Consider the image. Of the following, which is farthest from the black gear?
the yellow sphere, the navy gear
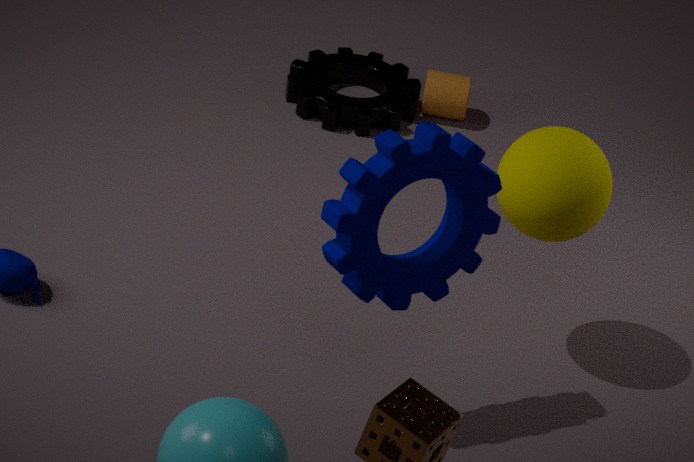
the navy gear
